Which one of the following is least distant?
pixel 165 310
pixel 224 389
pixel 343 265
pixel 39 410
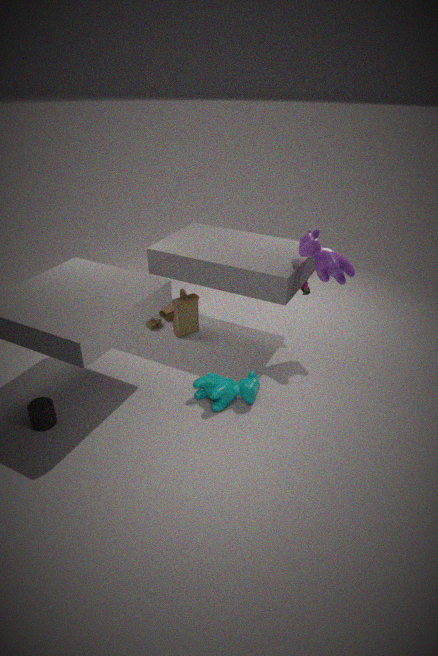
pixel 39 410
